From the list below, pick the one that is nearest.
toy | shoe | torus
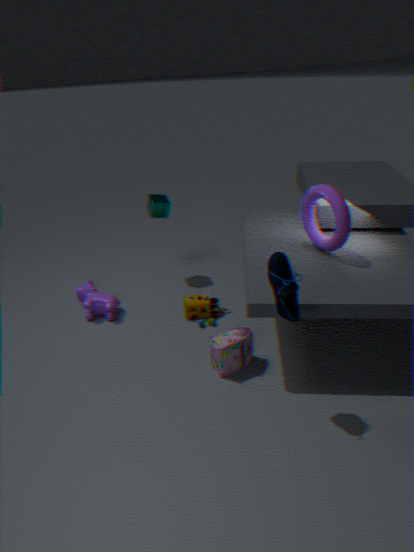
shoe
